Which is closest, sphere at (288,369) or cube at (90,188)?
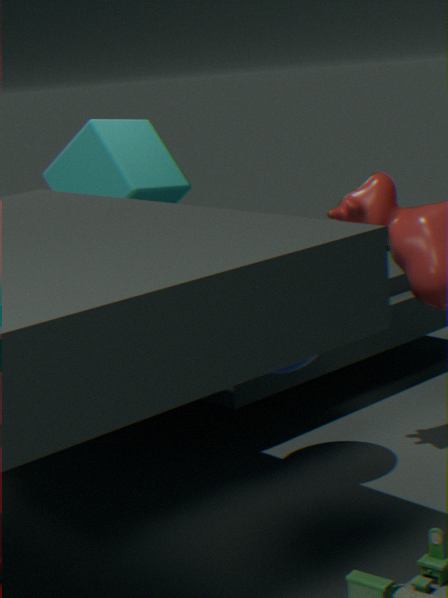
sphere at (288,369)
